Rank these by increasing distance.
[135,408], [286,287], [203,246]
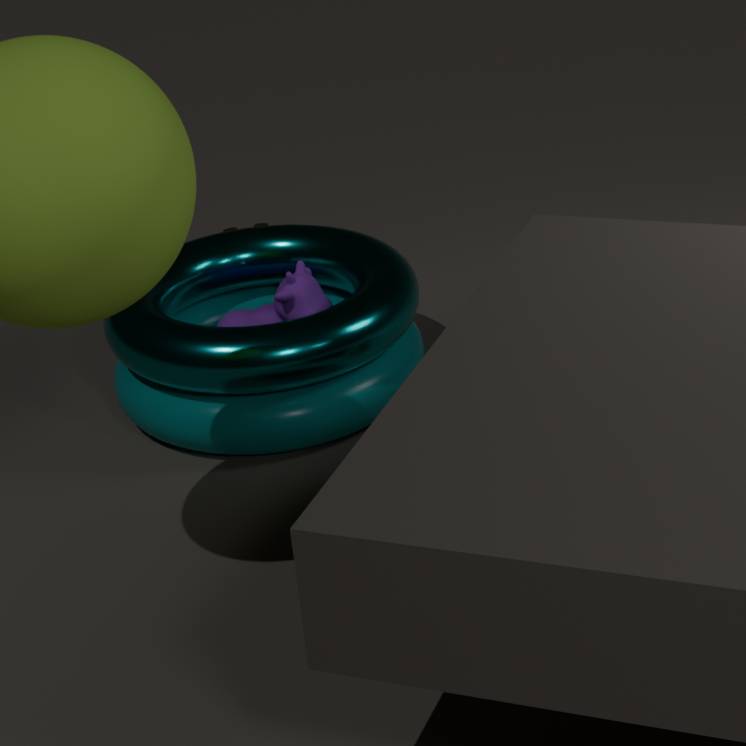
1. [135,408]
2. [286,287]
3. [203,246]
